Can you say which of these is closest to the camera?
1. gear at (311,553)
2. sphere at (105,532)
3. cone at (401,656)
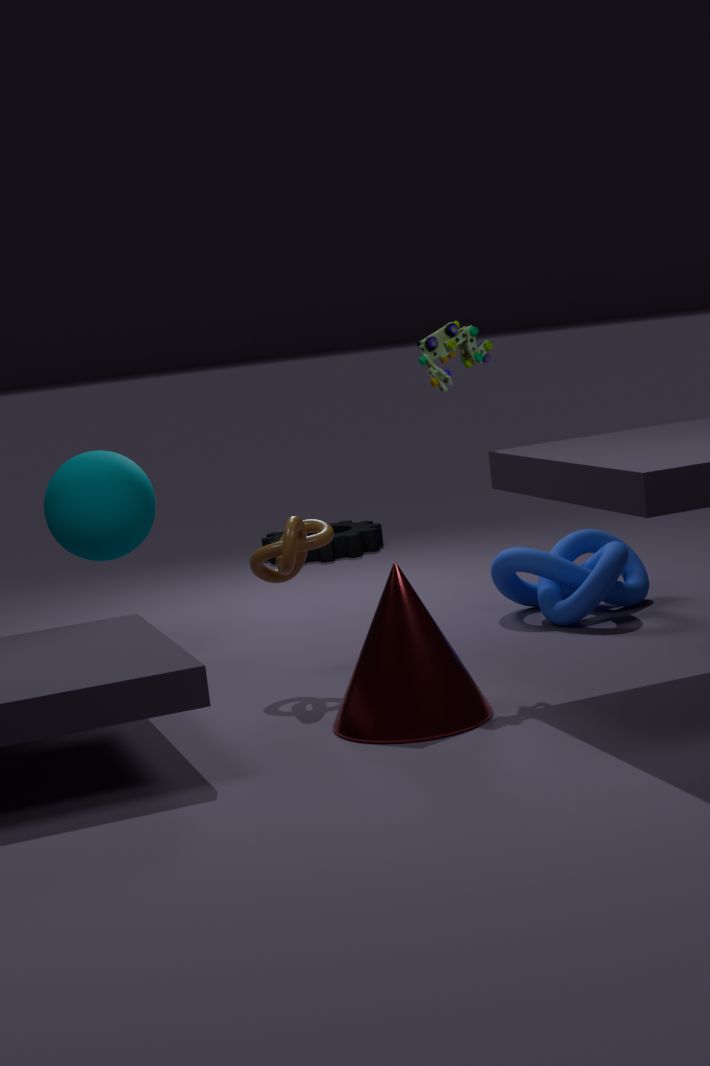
cone at (401,656)
